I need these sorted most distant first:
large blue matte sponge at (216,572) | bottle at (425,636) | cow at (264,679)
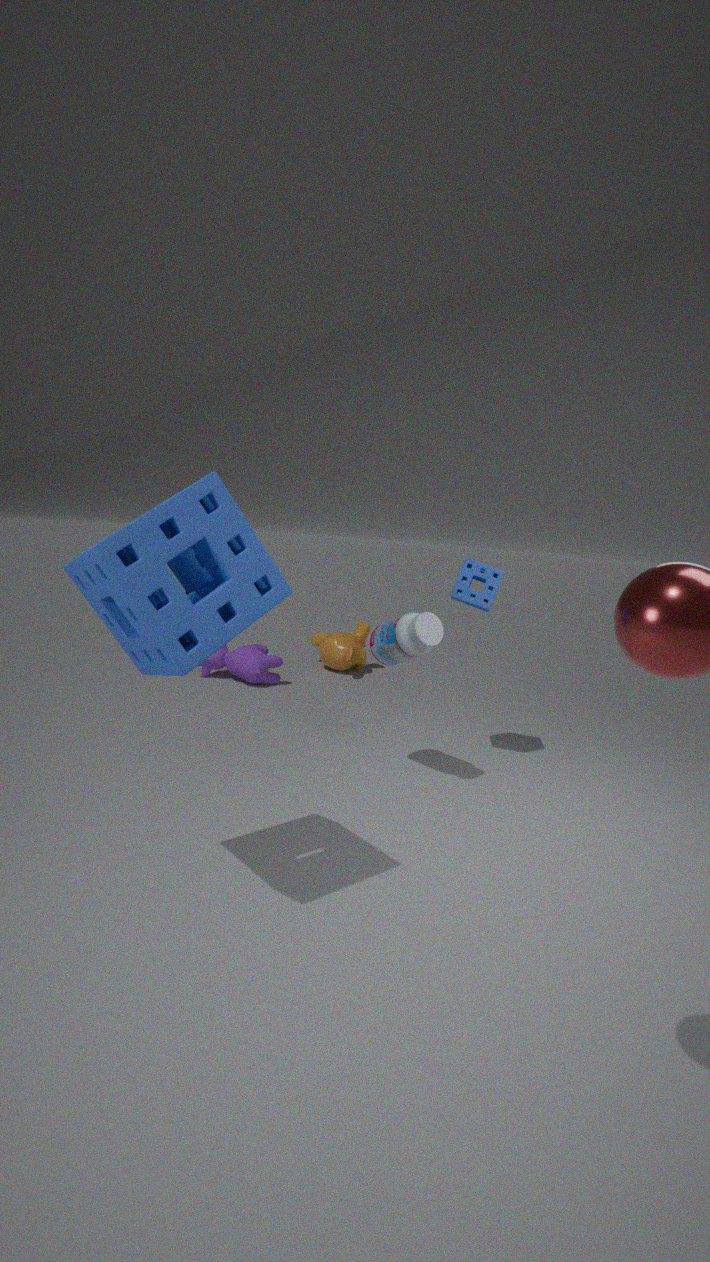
cow at (264,679), bottle at (425,636), large blue matte sponge at (216,572)
